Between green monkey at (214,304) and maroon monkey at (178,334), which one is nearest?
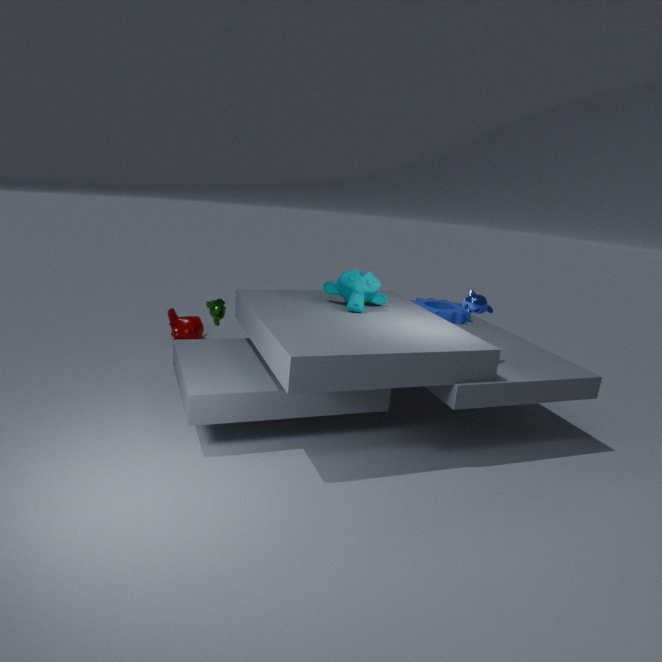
green monkey at (214,304)
